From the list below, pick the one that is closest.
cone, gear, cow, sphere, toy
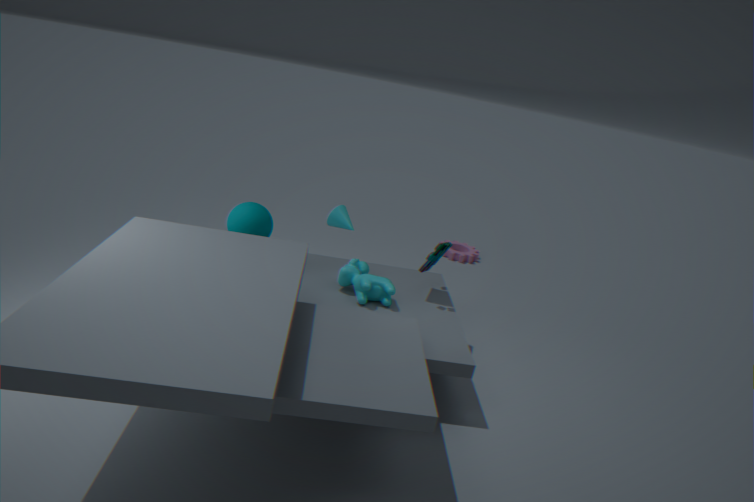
sphere
